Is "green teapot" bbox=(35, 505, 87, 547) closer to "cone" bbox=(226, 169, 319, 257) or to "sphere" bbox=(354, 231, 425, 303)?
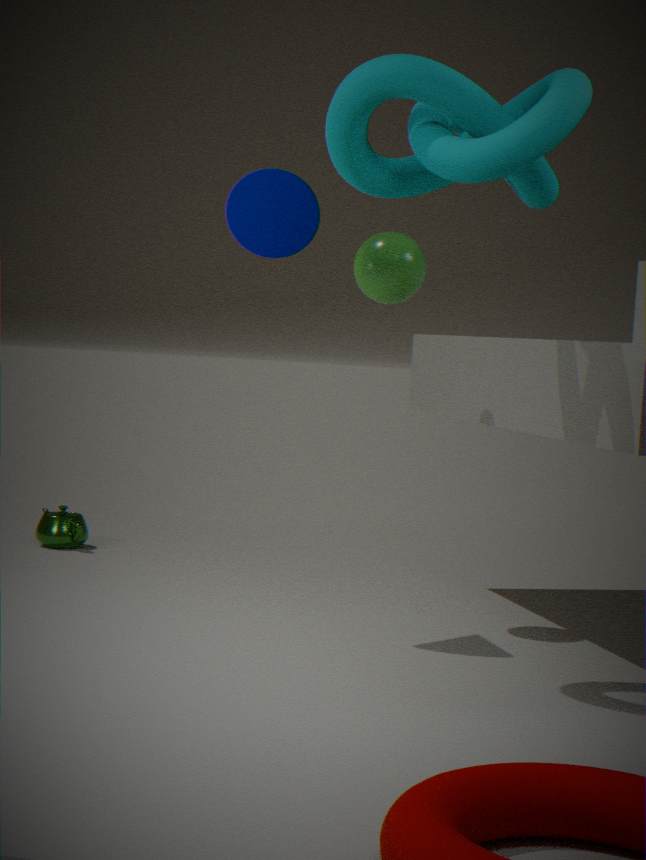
"sphere" bbox=(354, 231, 425, 303)
